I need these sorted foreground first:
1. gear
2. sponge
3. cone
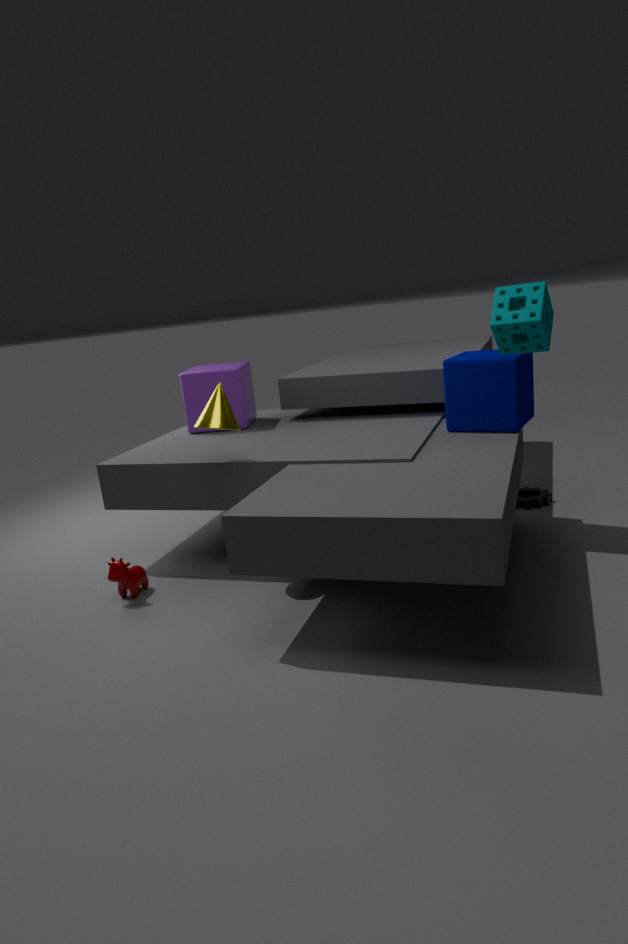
sponge → cone → gear
